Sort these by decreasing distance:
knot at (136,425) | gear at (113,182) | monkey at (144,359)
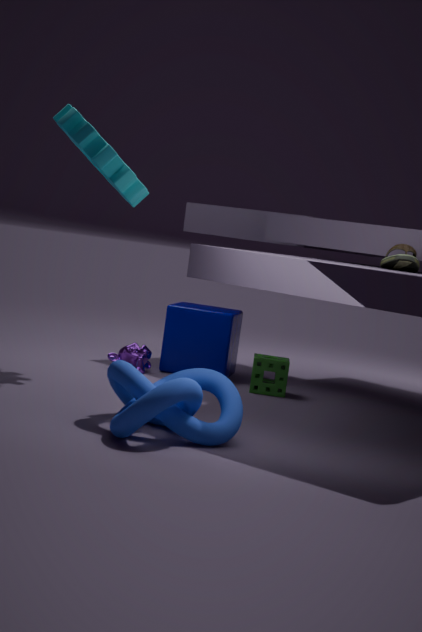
monkey at (144,359) → gear at (113,182) → knot at (136,425)
